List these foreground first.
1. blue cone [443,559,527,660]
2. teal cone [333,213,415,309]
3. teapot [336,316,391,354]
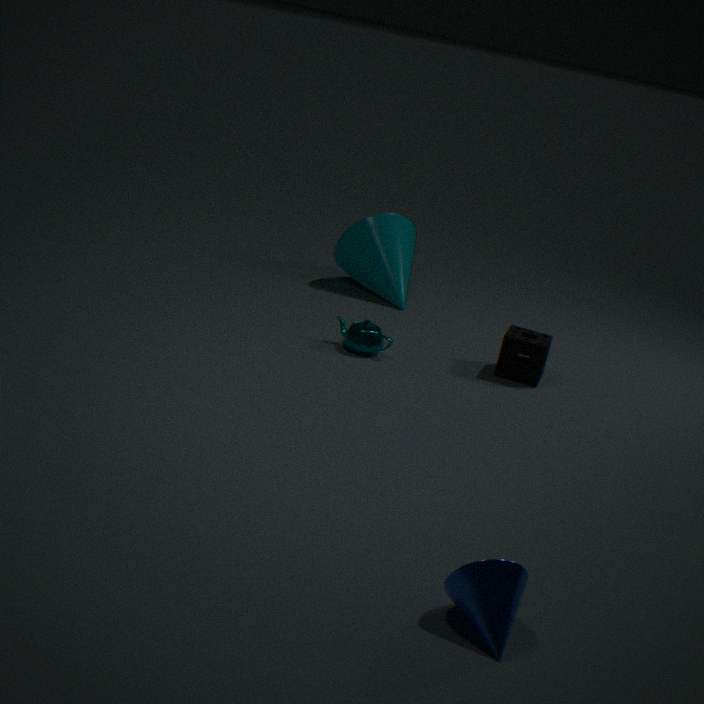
1. blue cone [443,559,527,660]
2. teapot [336,316,391,354]
3. teal cone [333,213,415,309]
